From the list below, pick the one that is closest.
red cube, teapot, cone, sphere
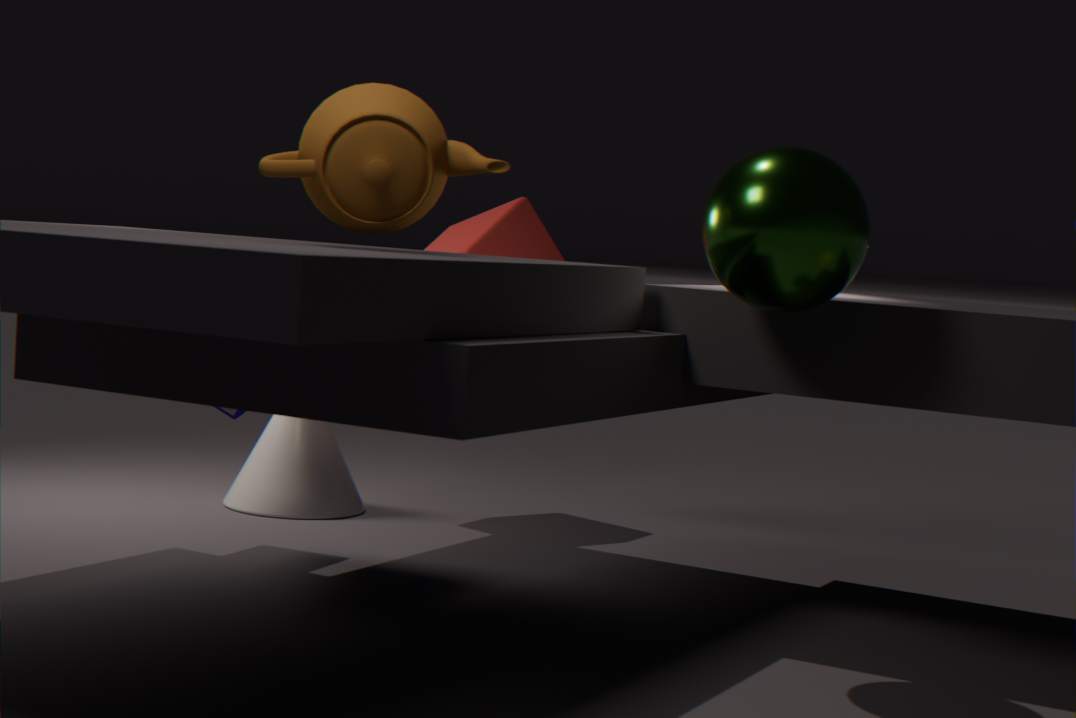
sphere
